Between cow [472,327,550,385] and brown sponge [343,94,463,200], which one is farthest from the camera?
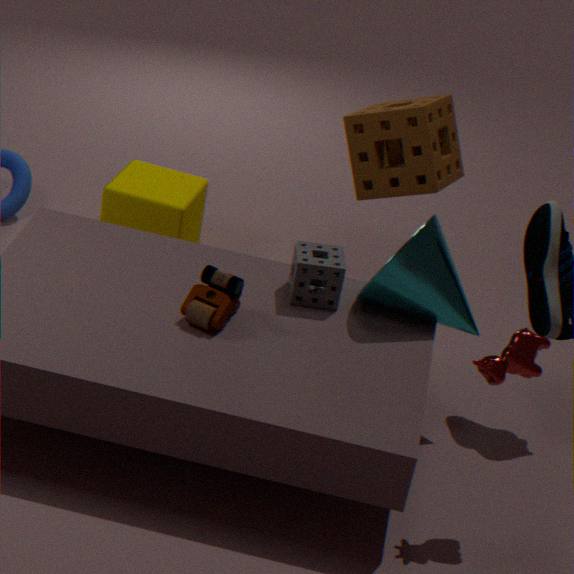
brown sponge [343,94,463,200]
